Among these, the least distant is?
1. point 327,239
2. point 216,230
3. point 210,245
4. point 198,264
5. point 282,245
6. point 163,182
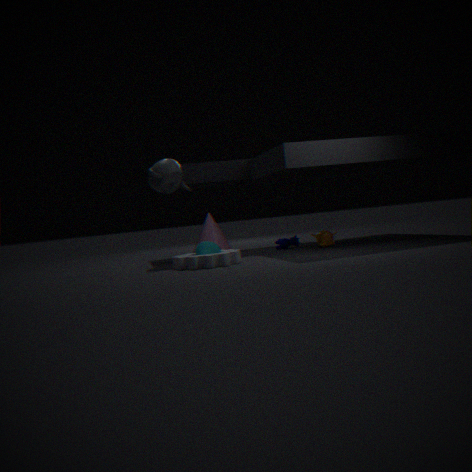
point 198,264
